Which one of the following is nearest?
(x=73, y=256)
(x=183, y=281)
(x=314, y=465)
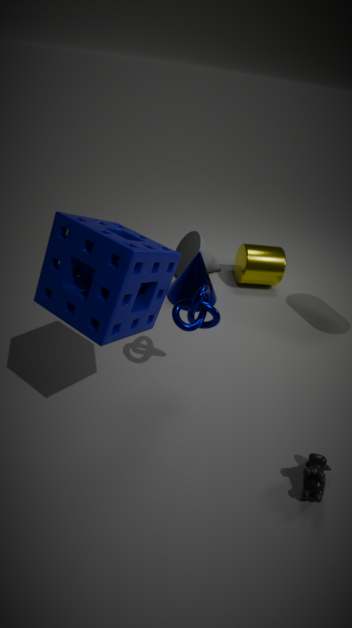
(x=73, y=256)
